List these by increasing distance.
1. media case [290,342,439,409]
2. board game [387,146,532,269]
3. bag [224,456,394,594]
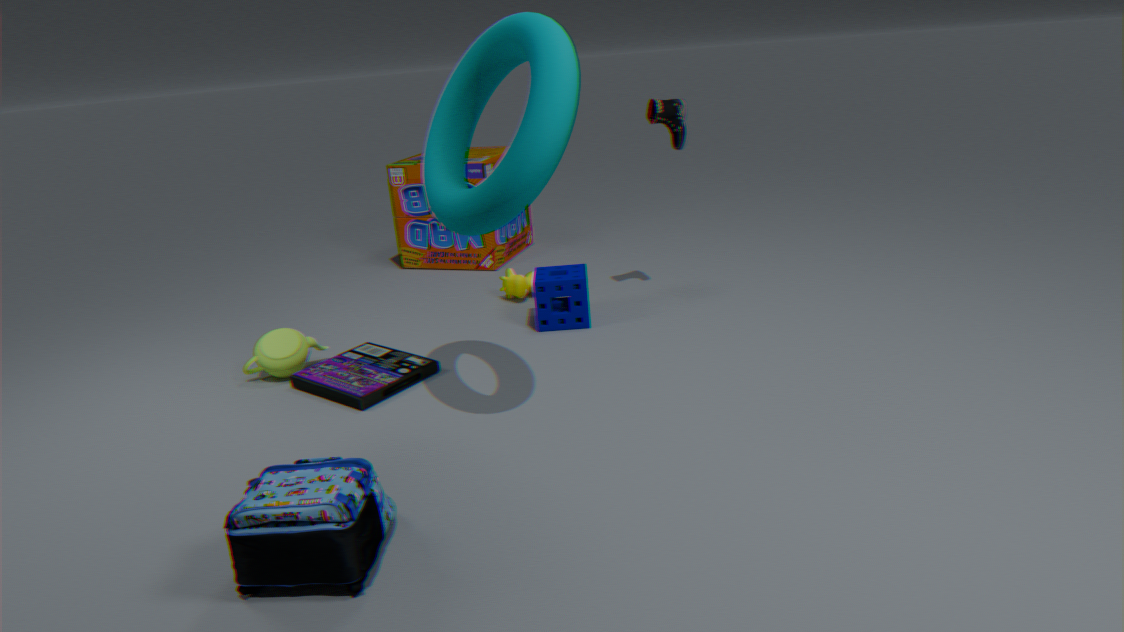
bag [224,456,394,594] < media case [290,342,439,409] < board game [387,146,532,269]
